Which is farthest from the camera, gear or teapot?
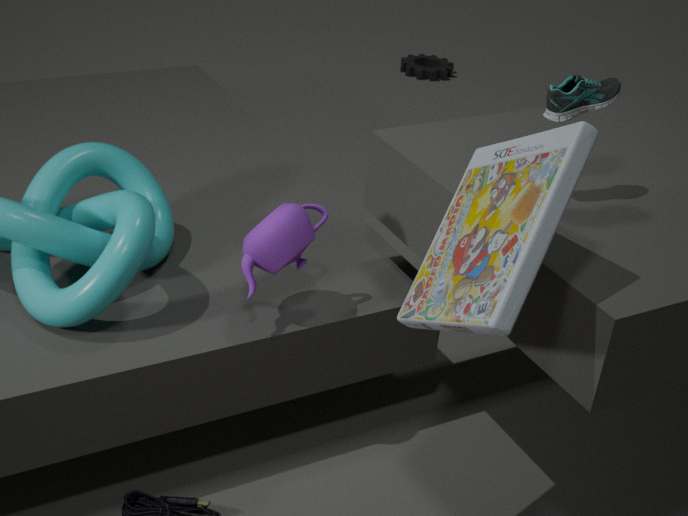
gear
